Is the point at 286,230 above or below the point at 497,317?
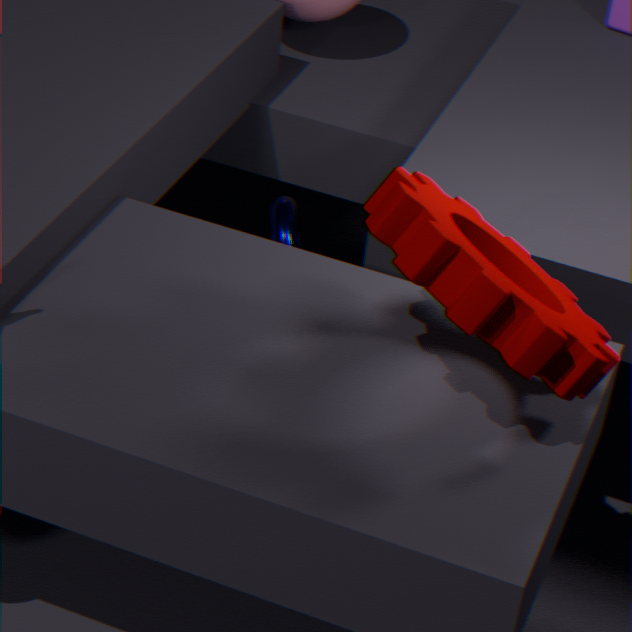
below
